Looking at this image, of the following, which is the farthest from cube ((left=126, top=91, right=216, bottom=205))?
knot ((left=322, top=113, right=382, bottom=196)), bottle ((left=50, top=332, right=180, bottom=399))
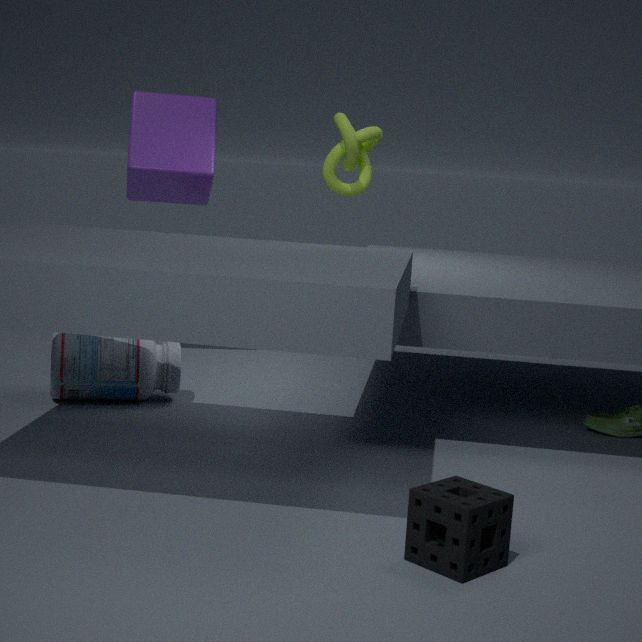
knot ((left=322, top=113, right=382, bottom=196))
